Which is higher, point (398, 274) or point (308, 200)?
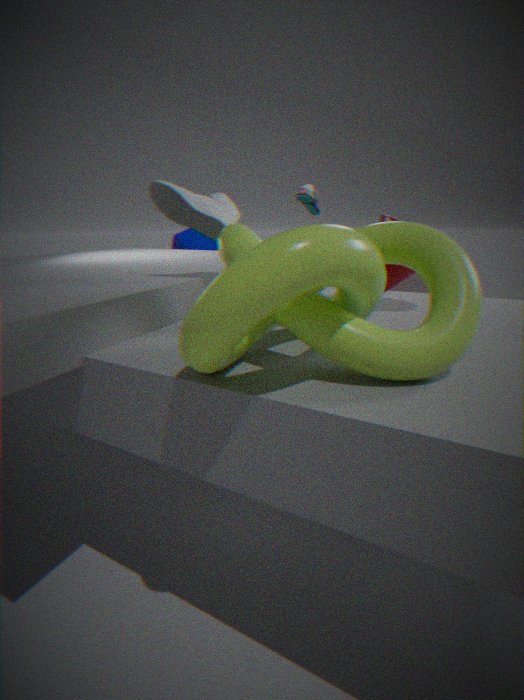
point (308, 200)
